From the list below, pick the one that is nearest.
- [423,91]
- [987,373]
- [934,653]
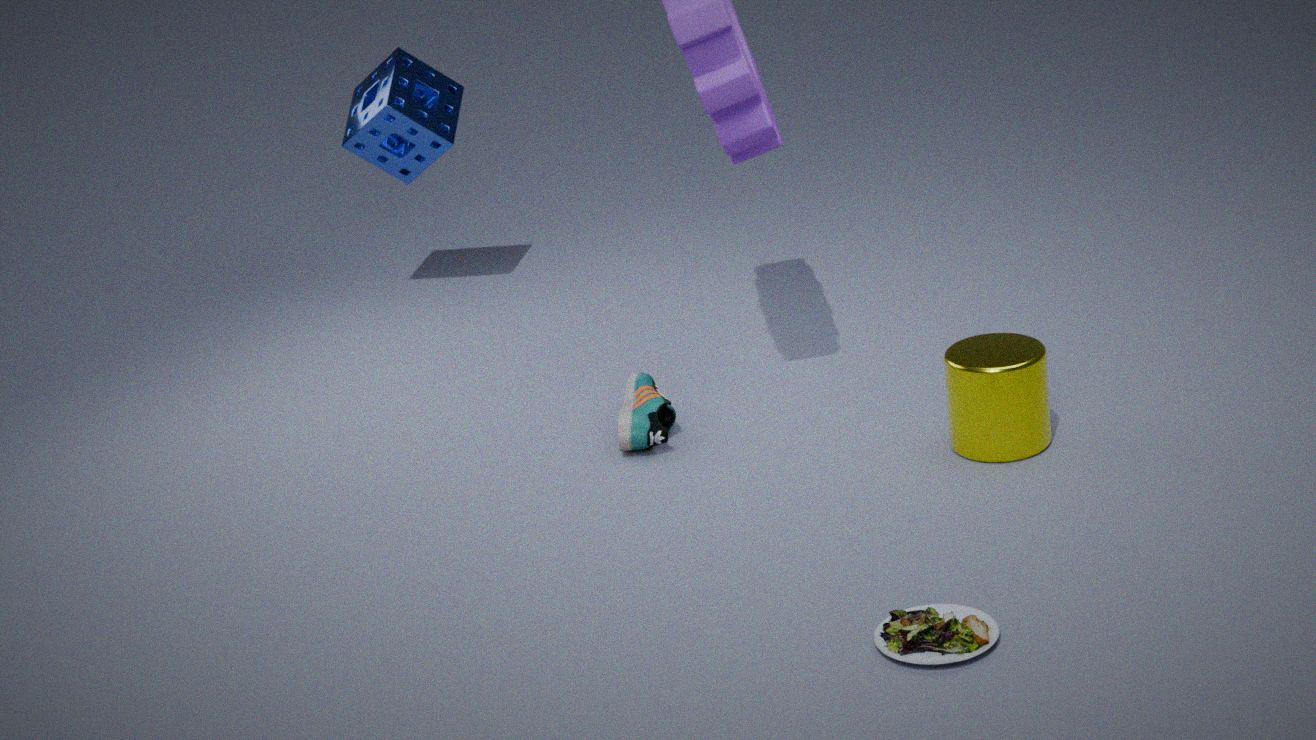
[934,653]
